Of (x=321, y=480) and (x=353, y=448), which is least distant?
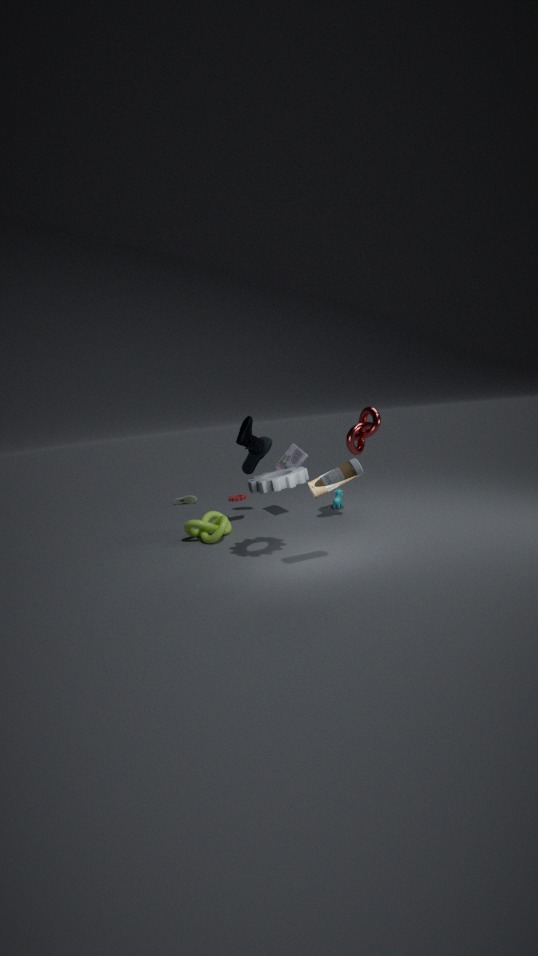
(x=321, y=480)
